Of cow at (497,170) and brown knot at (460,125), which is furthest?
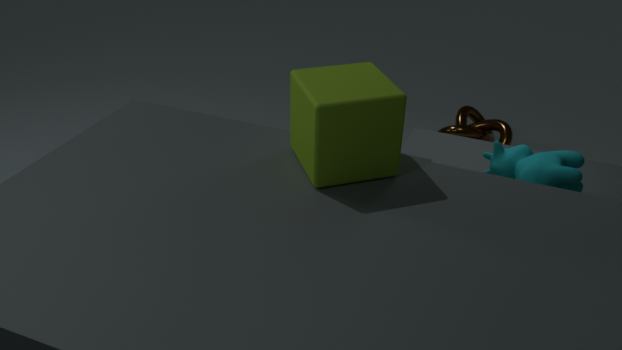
brown knot at (460,125)
